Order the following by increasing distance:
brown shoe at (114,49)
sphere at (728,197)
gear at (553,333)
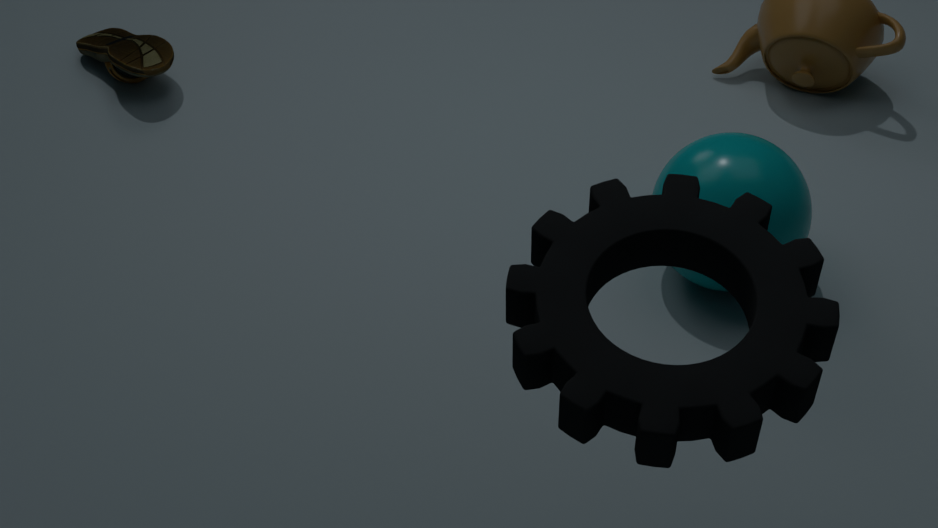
1. gear at (553,333)
2. sphere at (728,197)
3. brown shoe at (114,49)
